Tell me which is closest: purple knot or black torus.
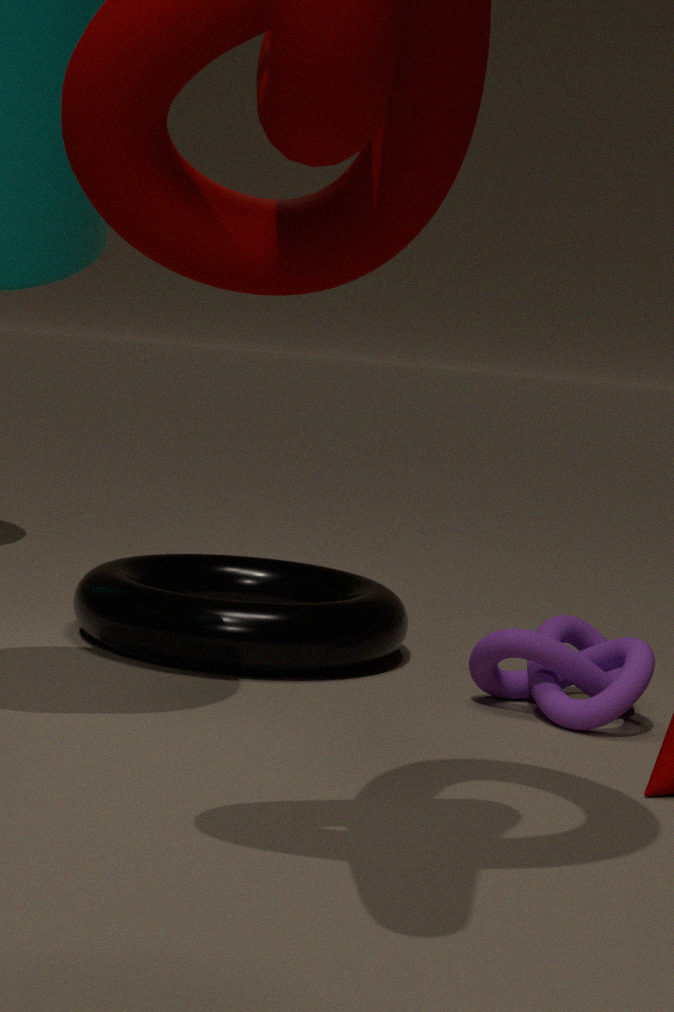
purple knot
